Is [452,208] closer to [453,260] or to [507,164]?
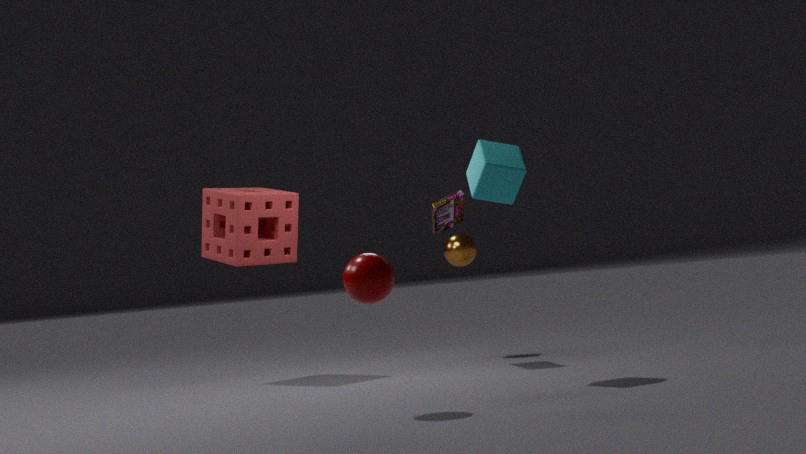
[453,260]
